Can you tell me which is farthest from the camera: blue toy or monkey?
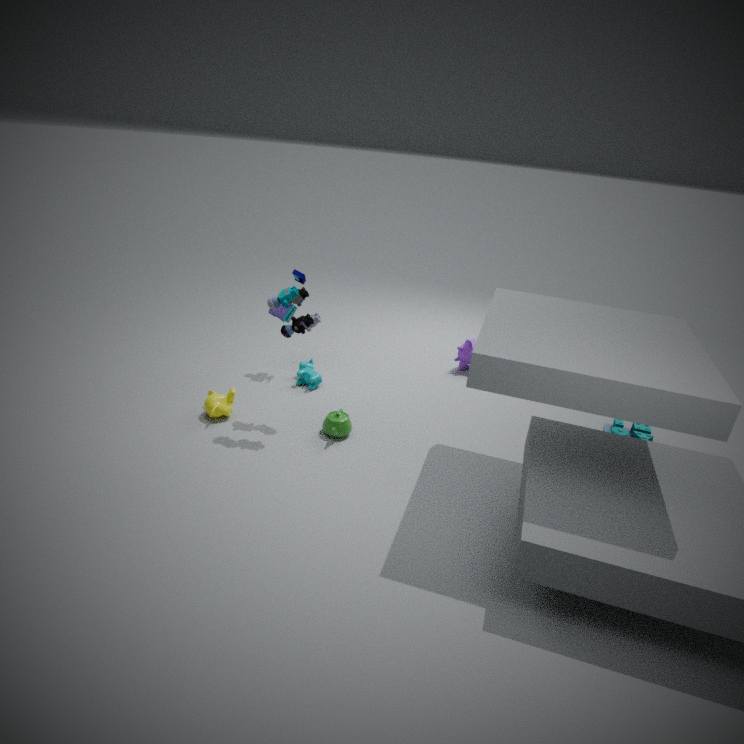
blue toy
